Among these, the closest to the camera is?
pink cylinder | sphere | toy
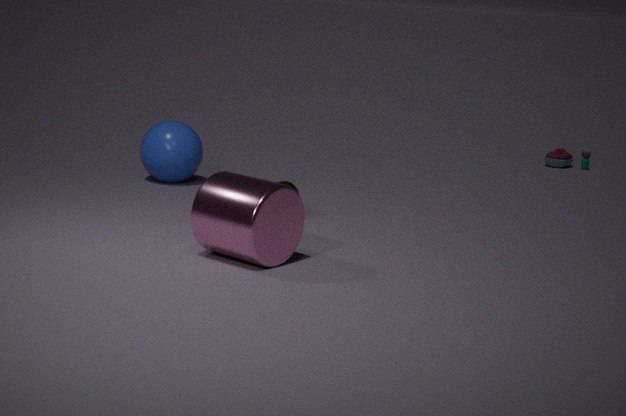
pink cylinder
